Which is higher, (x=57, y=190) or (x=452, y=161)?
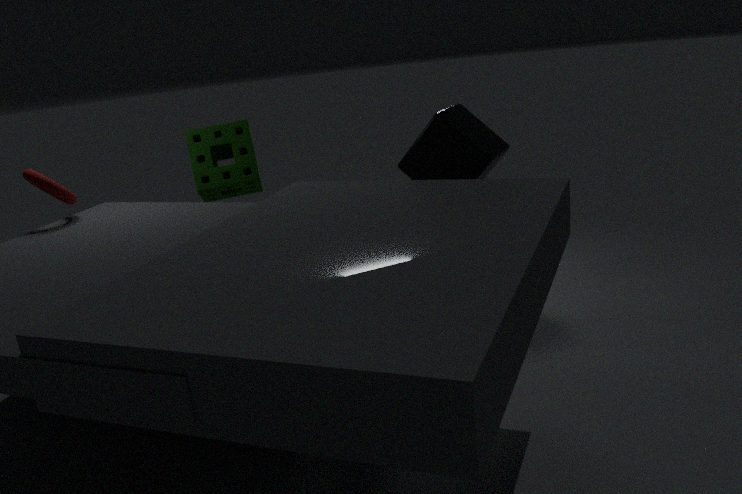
(x=57, y=190)
